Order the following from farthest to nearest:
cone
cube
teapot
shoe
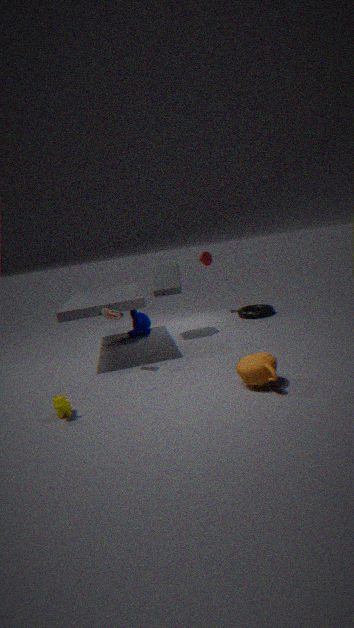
1. cone
2. cube
3. shoe
4. teapot
